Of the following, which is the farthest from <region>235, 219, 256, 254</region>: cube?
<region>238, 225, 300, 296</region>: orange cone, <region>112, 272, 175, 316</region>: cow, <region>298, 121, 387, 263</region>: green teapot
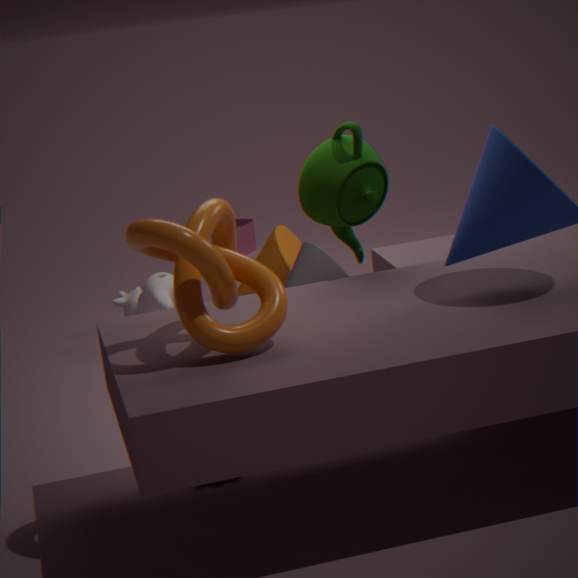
<region>298, 121, 387, 263</region>: green teapot
